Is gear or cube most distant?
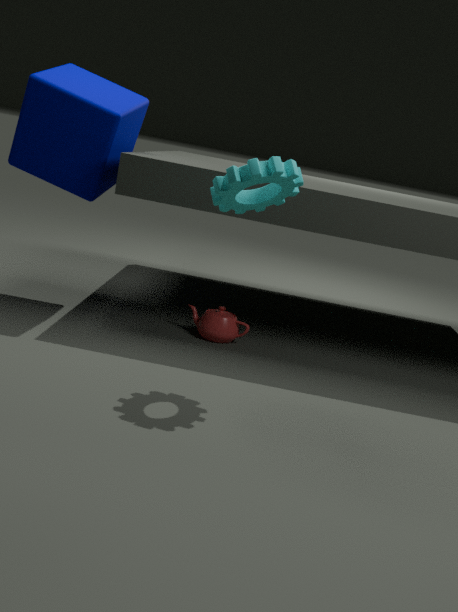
cube
